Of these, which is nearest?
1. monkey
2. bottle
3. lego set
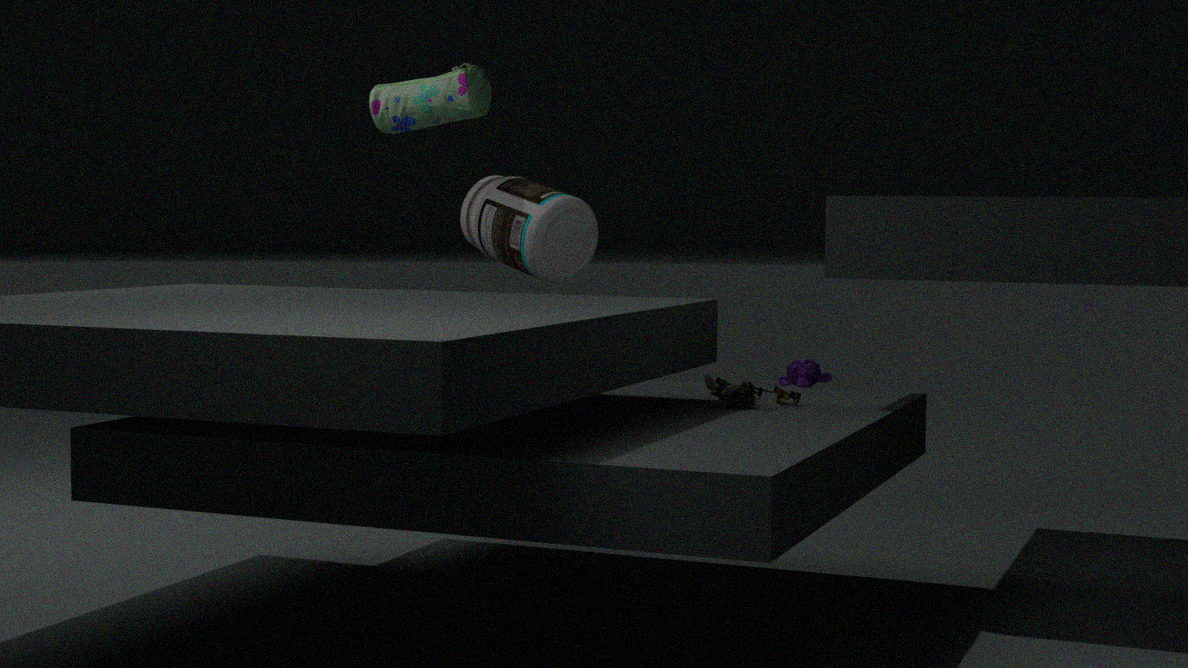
lego set
